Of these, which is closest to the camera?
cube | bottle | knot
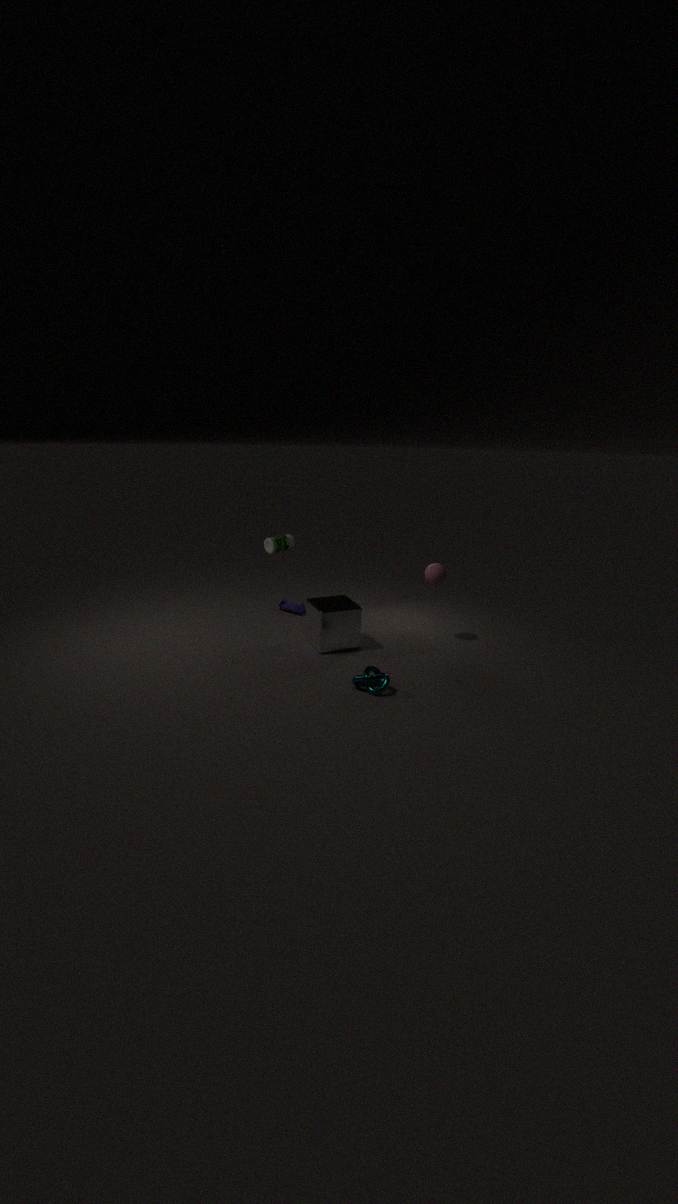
knot
